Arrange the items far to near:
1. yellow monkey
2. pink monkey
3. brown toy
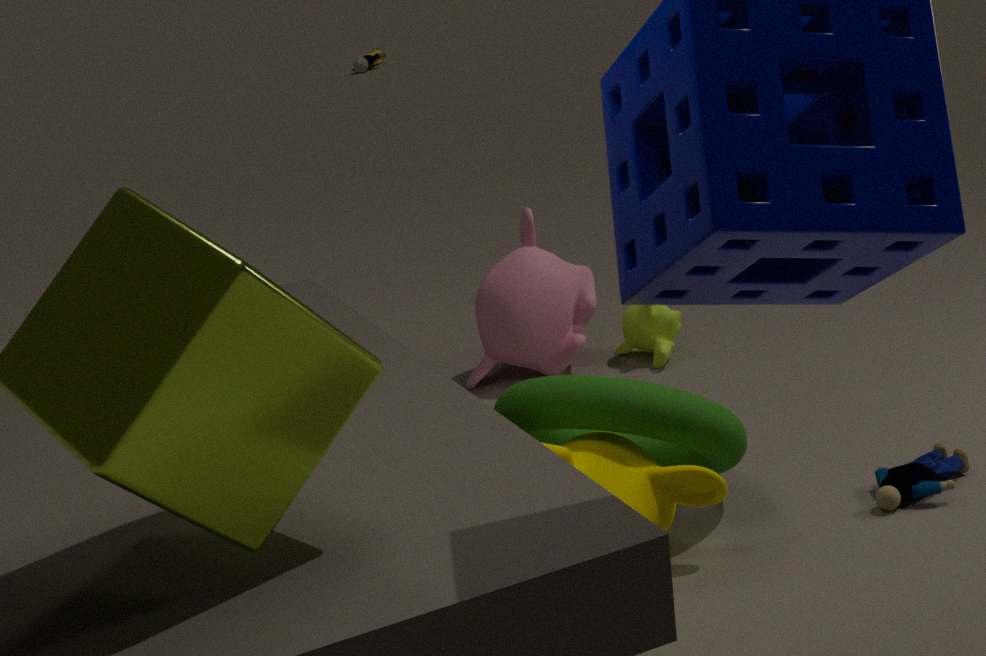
1. brown toy
2. pink monkey
3. yellow monkey
